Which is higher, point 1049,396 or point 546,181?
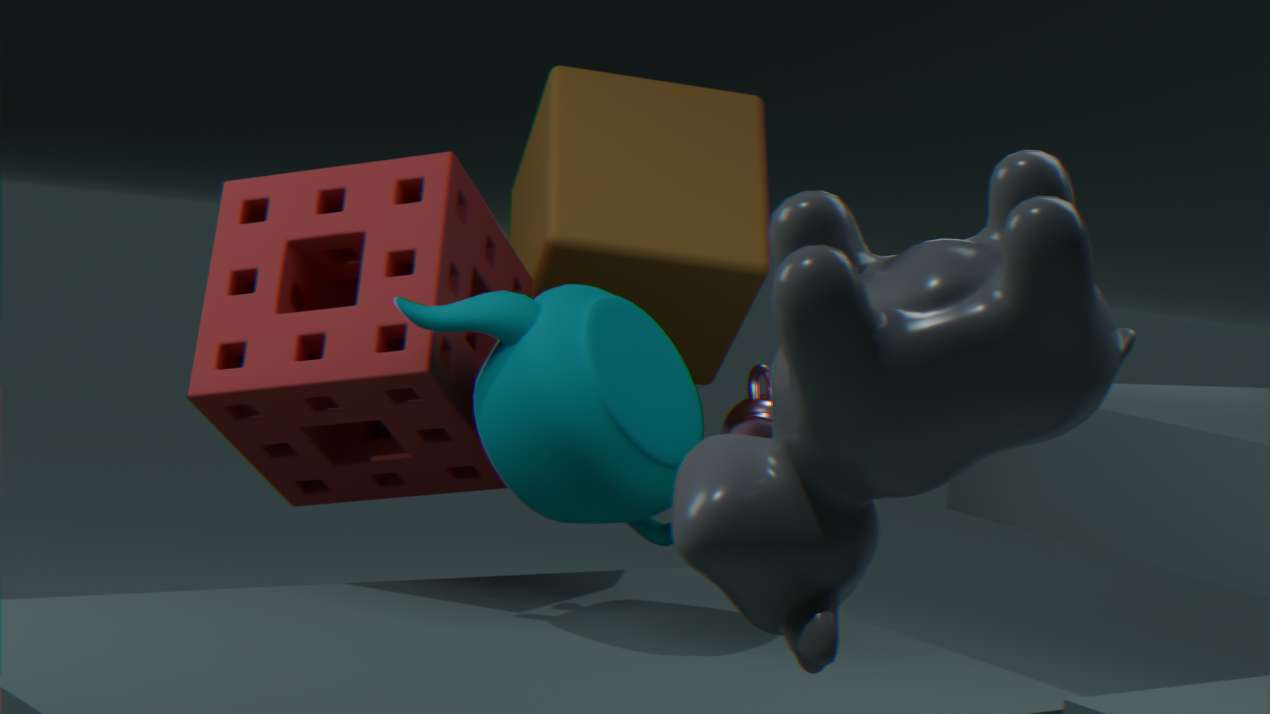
point 546,181
